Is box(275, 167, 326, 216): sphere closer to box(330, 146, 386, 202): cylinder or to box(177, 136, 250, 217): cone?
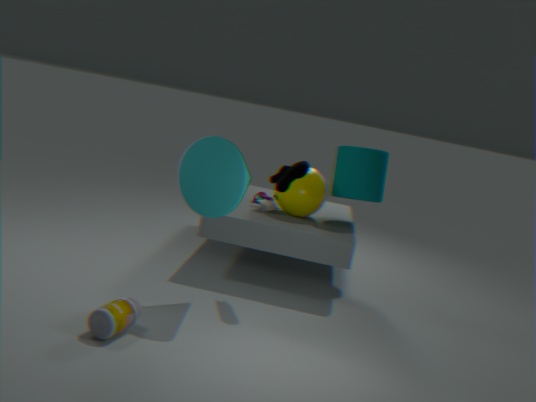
box(330, 146, 386, 202): cylinder
